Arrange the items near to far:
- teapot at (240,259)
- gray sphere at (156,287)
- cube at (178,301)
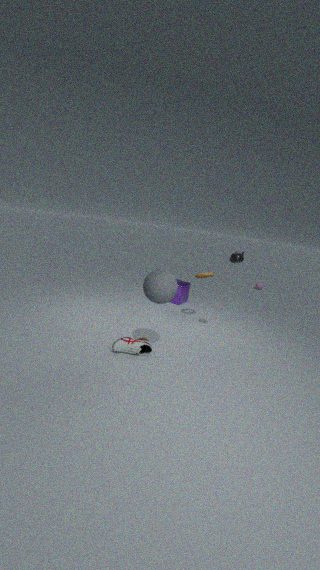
gray sphere at (156,287), teapot at (240,259), cube at (178,301)
